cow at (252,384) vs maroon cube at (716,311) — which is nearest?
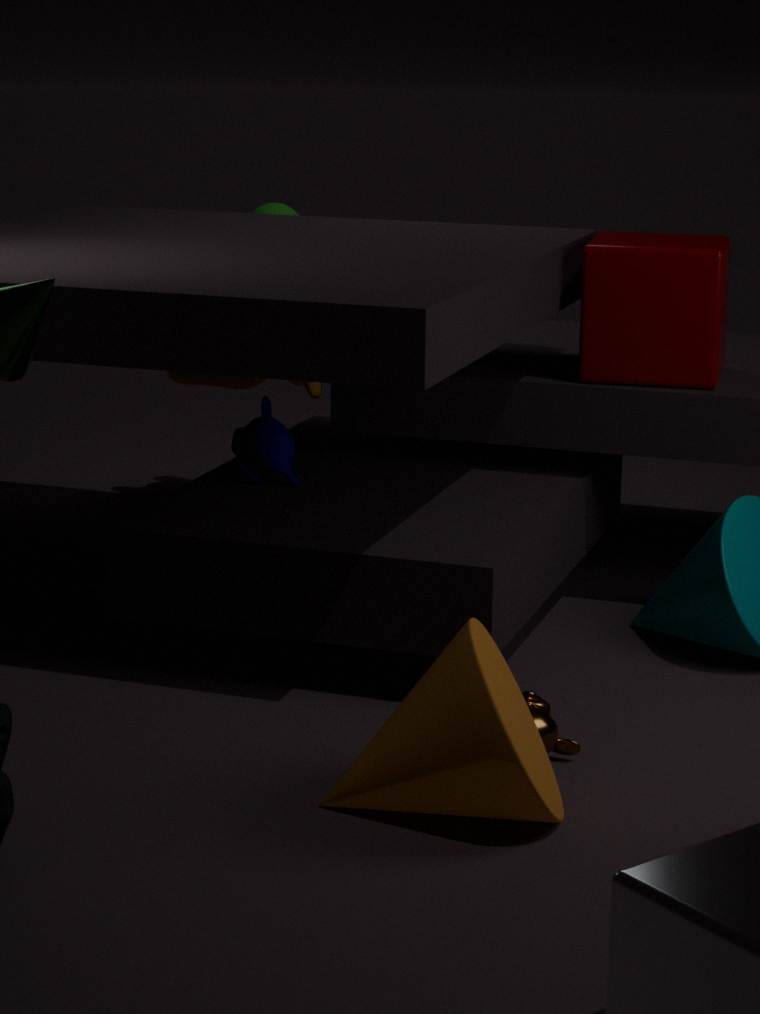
maroon cube at (716,311)
